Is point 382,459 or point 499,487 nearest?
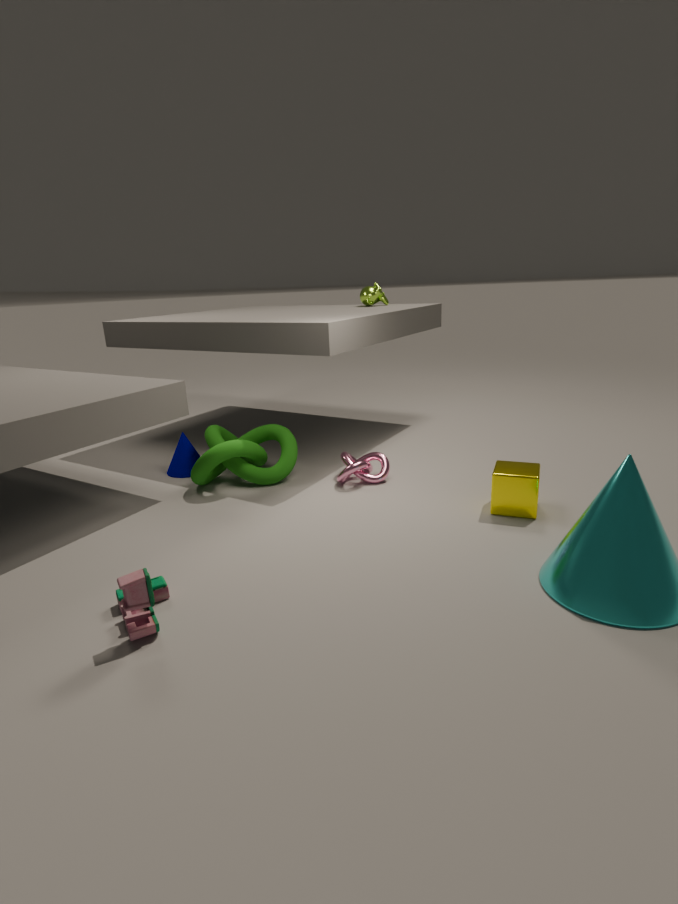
point 499,487
